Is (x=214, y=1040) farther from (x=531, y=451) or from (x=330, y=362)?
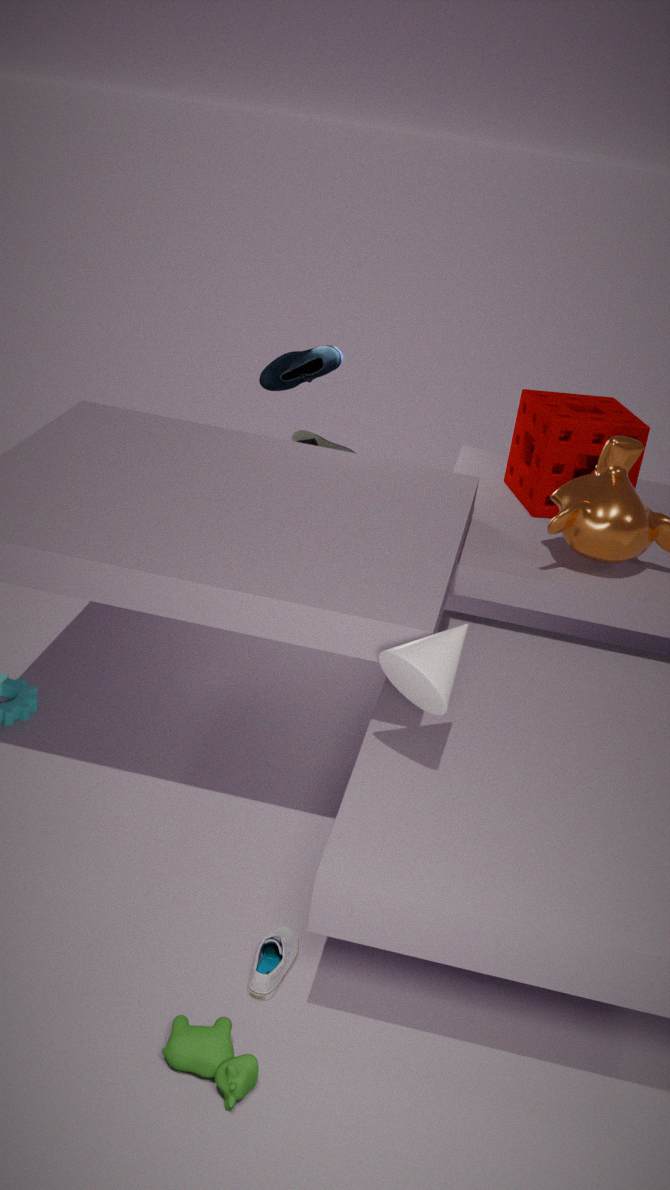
(x=330, y=362)
